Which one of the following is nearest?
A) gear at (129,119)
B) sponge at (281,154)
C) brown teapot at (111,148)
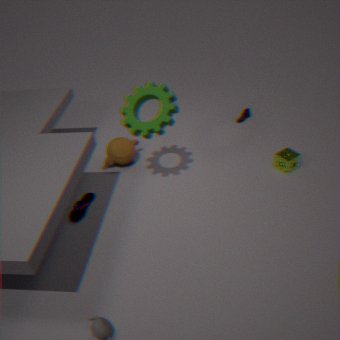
gear at (129,119)
